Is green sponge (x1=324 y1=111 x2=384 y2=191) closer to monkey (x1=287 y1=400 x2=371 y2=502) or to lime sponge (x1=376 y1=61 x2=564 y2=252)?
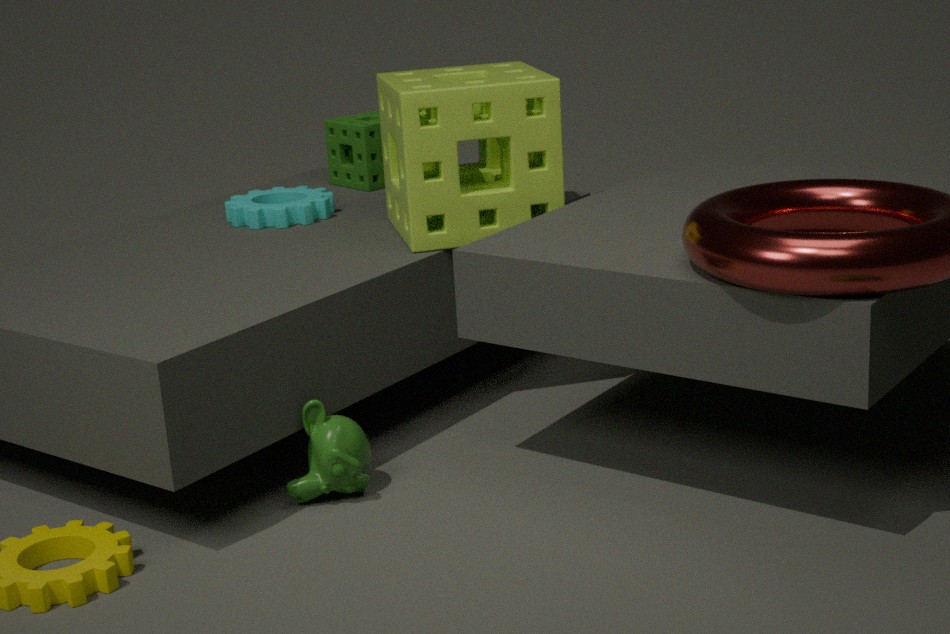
lime sponge (x1=376 y1=61 x2=564 y2=252)
